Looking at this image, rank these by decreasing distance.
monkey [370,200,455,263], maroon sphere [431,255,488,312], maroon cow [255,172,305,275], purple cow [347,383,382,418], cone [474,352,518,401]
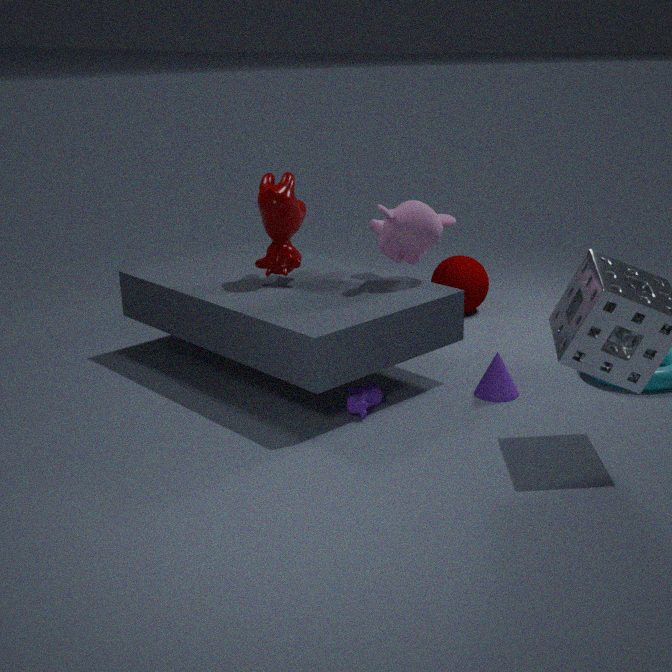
maroon sphere [431,255,488,312] → maroon cow [255,172,305,275] → monkey [370,200,455,263] → cone [474,352,518,401] → purple cow [347,383,382,418]
